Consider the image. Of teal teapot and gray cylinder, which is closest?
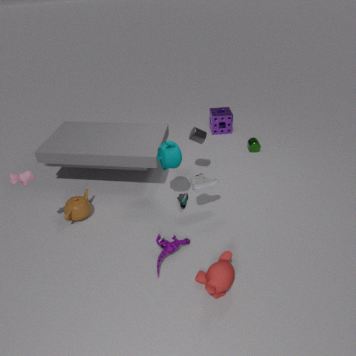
teal teapot
